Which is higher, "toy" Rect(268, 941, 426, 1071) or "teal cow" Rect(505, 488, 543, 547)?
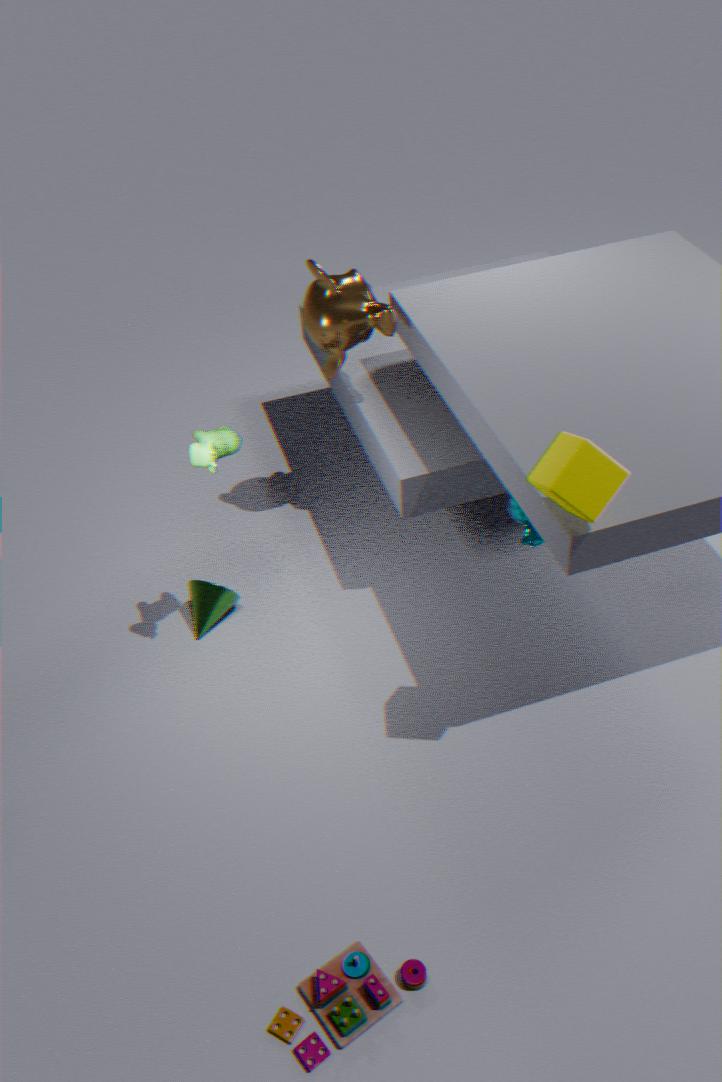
"teal cow" Rect(505, 488, 543, 547)
